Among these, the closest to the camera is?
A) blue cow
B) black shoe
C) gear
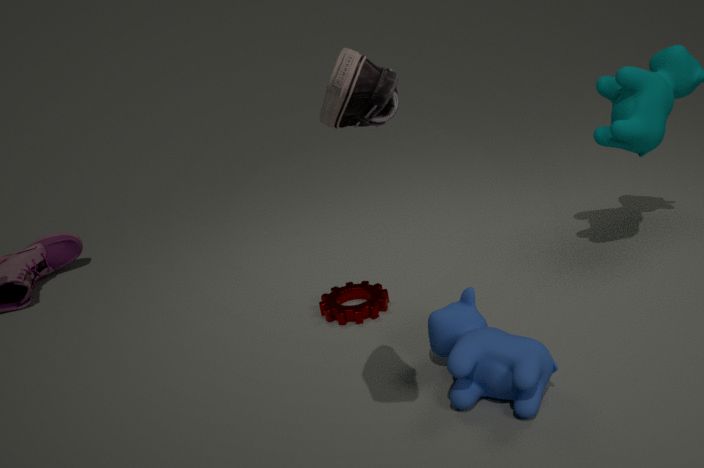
black shoe
